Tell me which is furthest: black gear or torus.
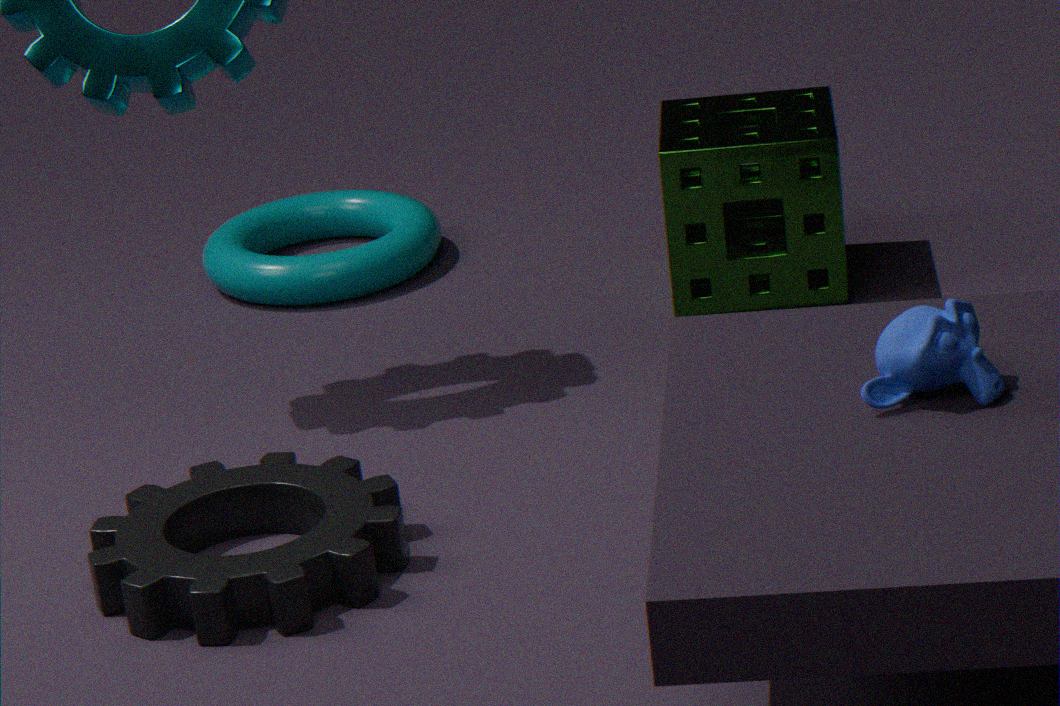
torus
